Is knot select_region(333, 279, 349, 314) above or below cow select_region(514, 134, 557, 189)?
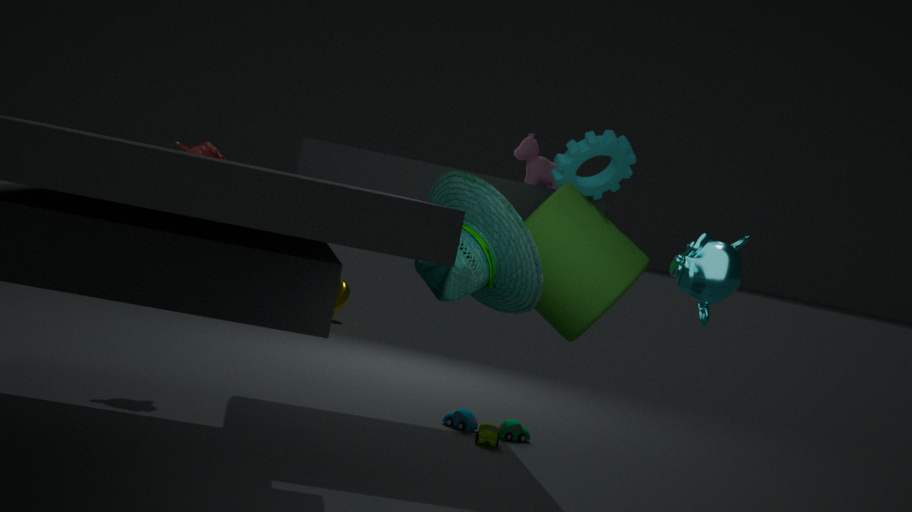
below
